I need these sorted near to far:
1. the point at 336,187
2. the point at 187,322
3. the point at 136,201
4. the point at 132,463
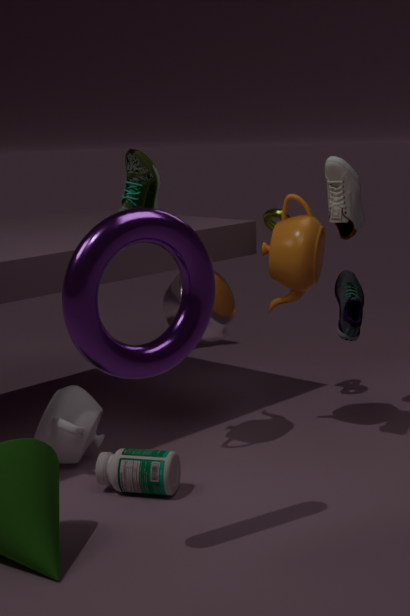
the point at 187,322 < the point at 132,463 < the point at 336,187 < the point at 136,201
